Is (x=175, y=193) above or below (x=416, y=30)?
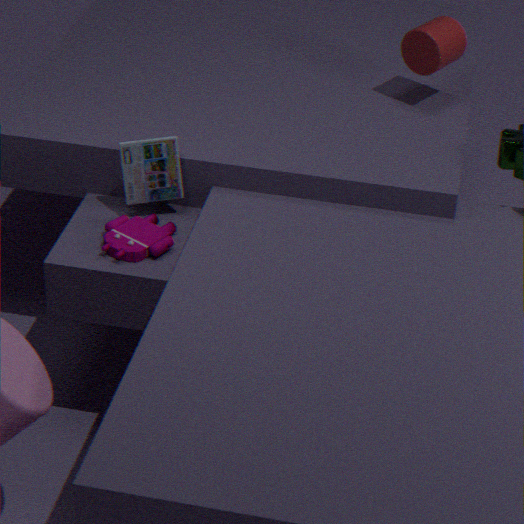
below
